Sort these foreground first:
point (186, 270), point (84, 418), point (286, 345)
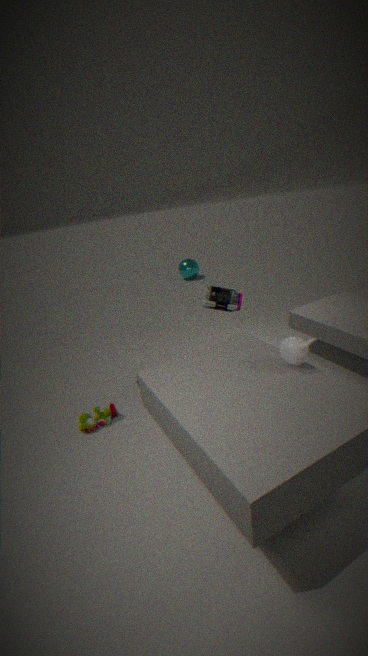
point (286, 345) → point (84, 418) → point (186, 270)
